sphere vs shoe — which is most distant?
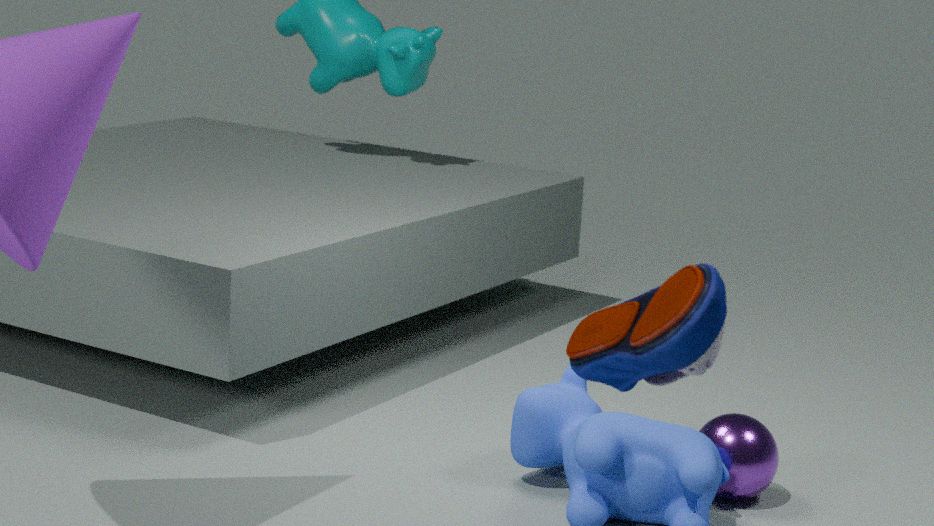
sphere
